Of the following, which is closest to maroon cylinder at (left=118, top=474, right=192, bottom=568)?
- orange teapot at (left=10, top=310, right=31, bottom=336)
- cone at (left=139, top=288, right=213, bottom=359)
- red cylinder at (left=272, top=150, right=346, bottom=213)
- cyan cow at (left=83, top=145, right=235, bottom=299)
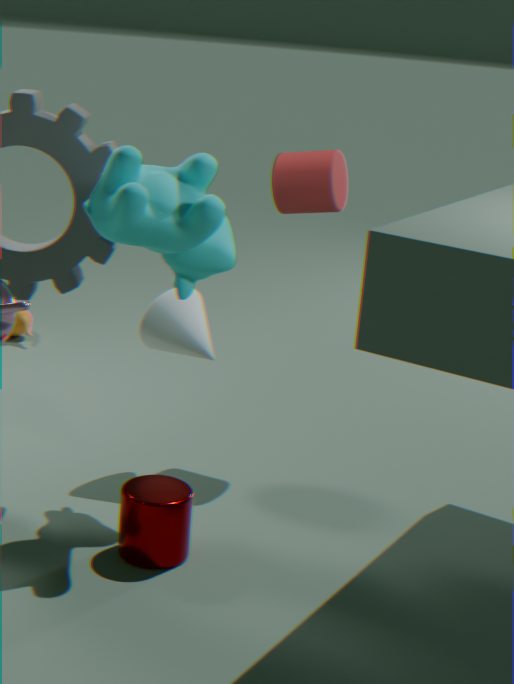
cone at (left=139, top=288, right=213, bottom=359)
